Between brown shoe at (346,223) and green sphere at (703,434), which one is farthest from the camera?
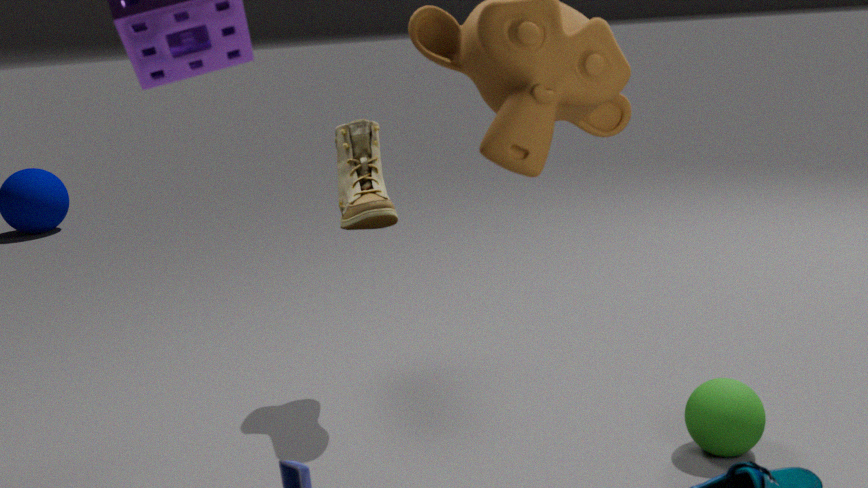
brown shoe at (346,223)
